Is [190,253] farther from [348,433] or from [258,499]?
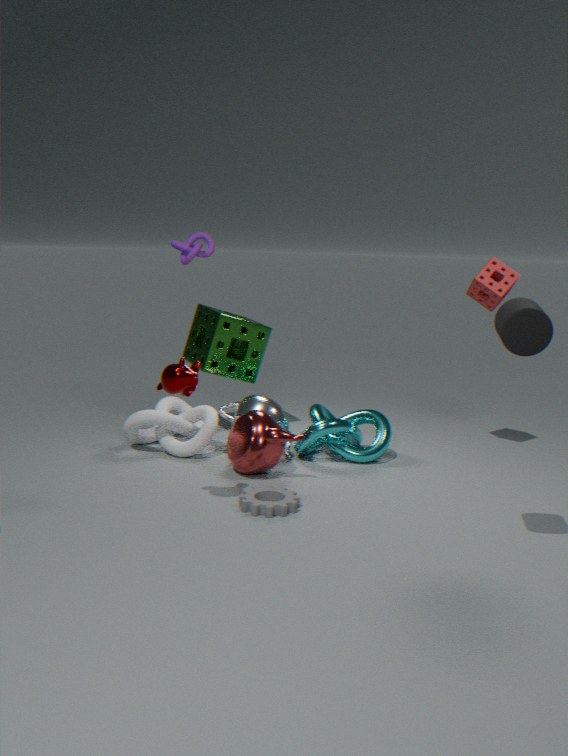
[258,499]
